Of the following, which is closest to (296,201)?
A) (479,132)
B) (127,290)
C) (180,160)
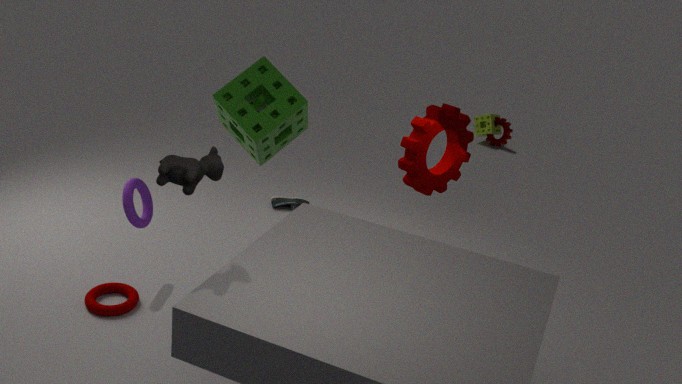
(127,290)
